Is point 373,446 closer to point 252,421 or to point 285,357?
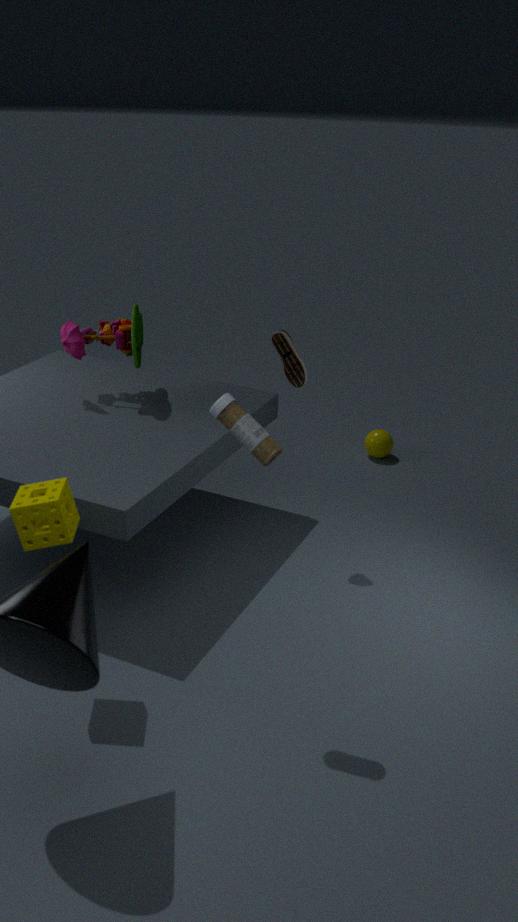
point 285,357
